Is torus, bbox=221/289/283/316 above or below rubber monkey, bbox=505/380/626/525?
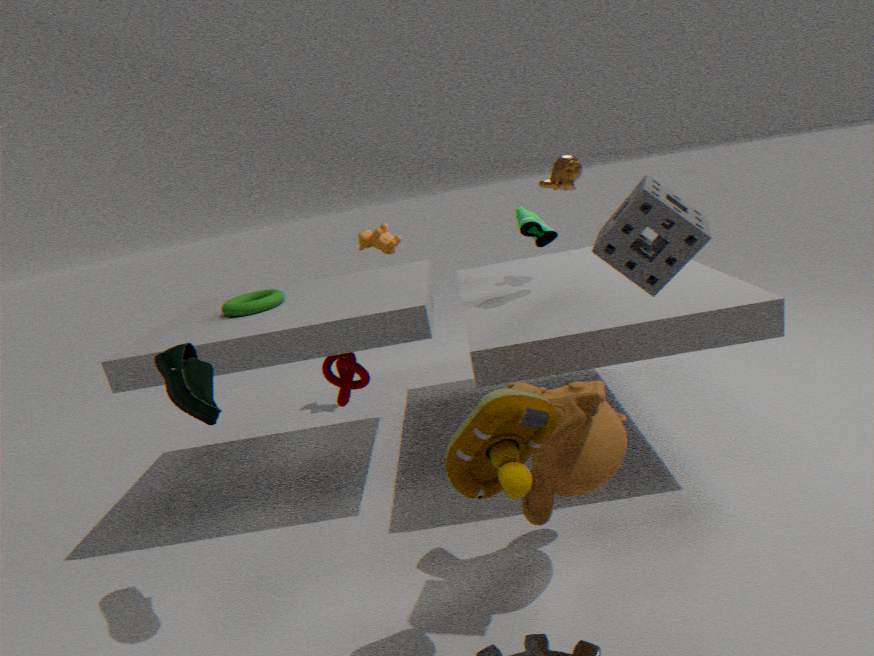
above
